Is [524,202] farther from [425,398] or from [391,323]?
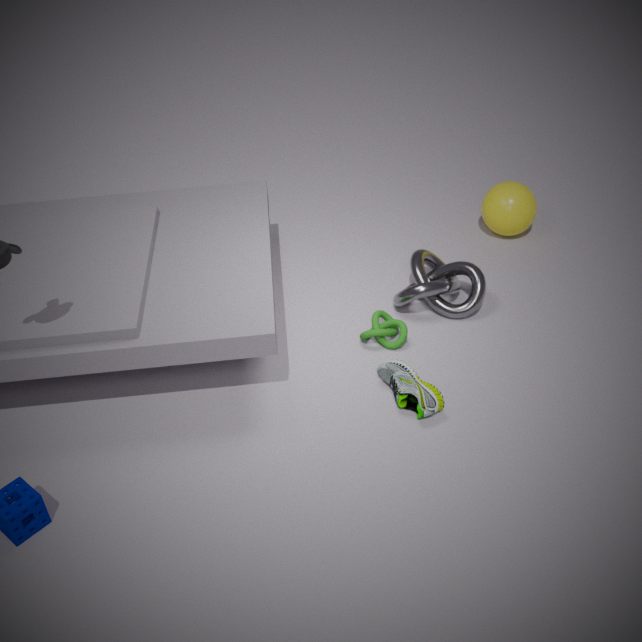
[425,398]
